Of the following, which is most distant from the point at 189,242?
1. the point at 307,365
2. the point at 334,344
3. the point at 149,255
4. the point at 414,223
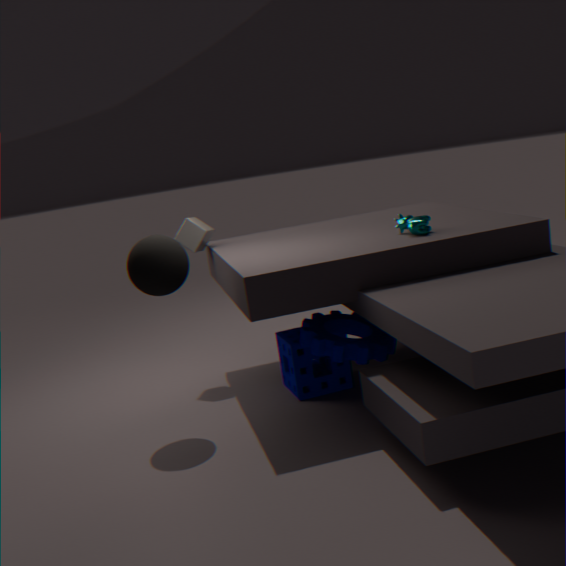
the point at 414,223
